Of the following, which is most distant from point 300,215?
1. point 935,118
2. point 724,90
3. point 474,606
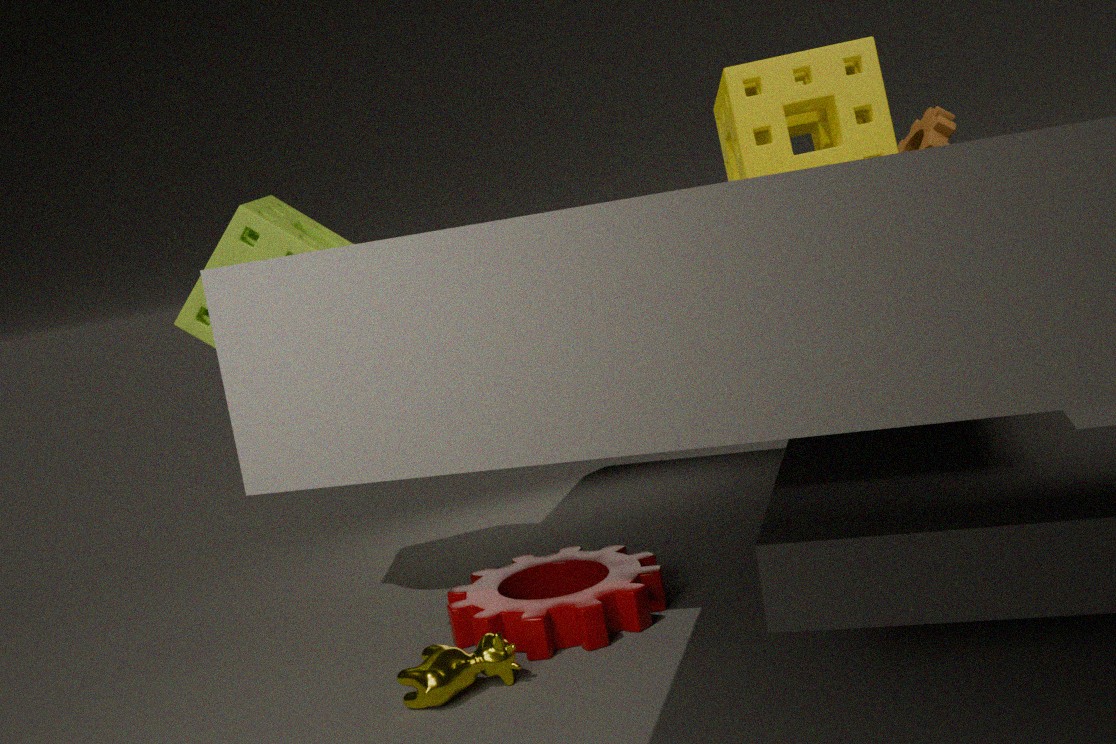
point 935,118
